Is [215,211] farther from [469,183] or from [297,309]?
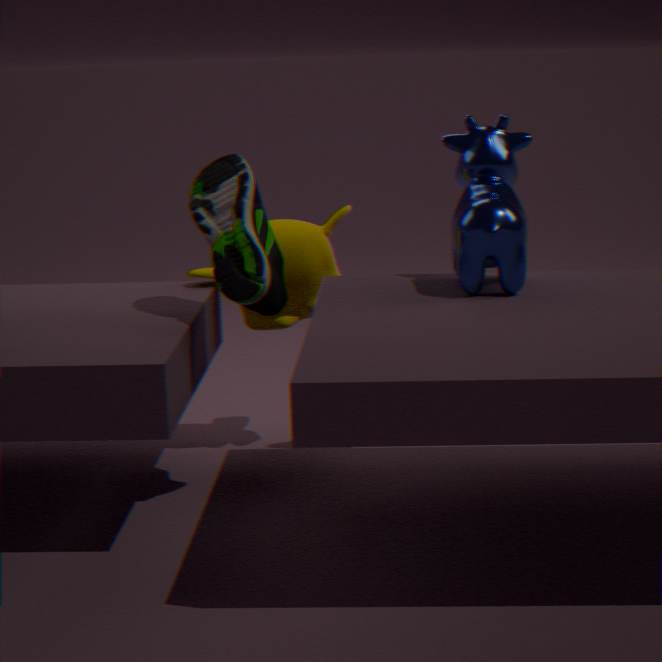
[469,183]
